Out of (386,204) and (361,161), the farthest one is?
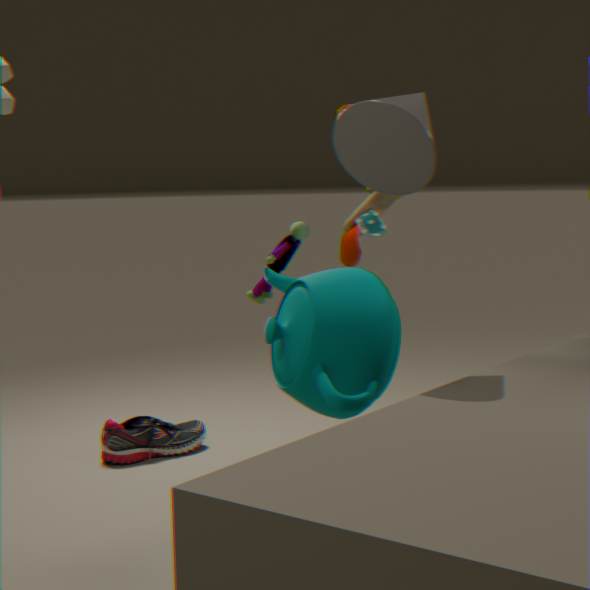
(386,204)
